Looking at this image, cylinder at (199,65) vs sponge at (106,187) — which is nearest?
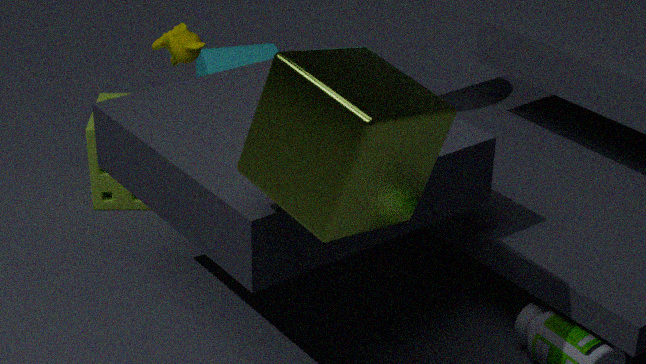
sponge at (106,187)
